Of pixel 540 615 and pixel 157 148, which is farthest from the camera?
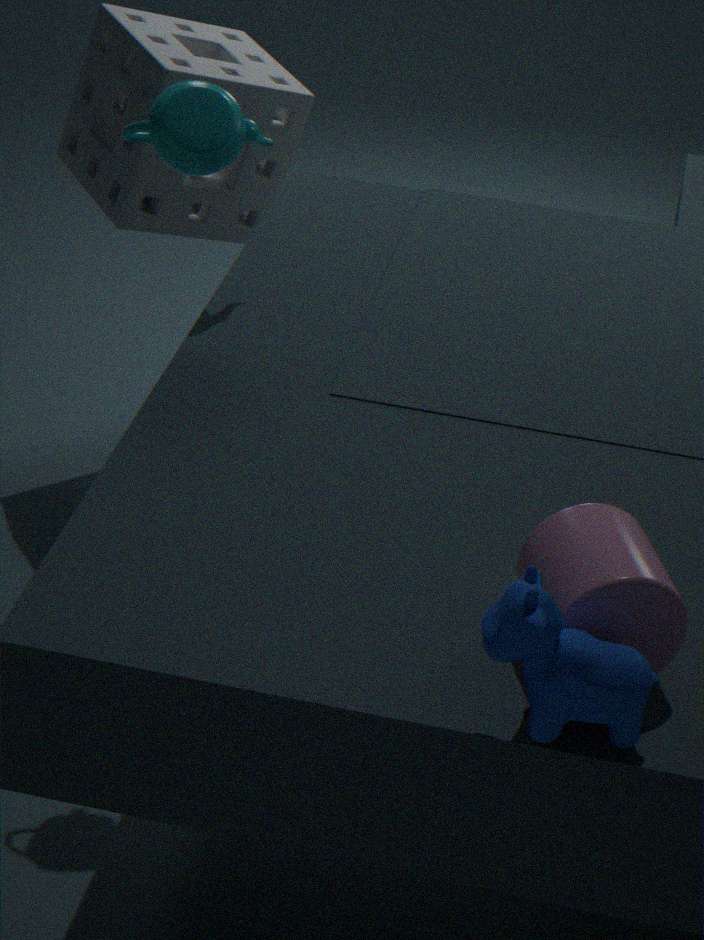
pixel 157 148
